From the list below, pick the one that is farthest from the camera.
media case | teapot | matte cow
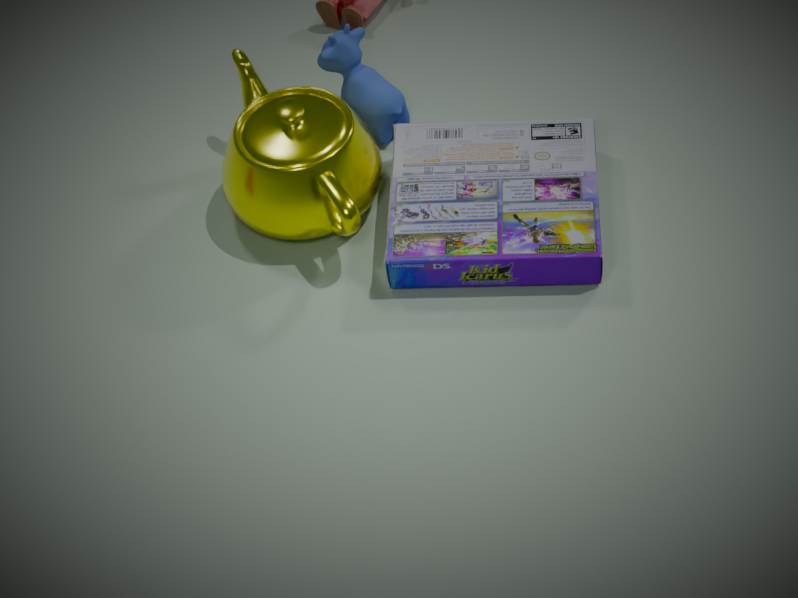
matte cow
